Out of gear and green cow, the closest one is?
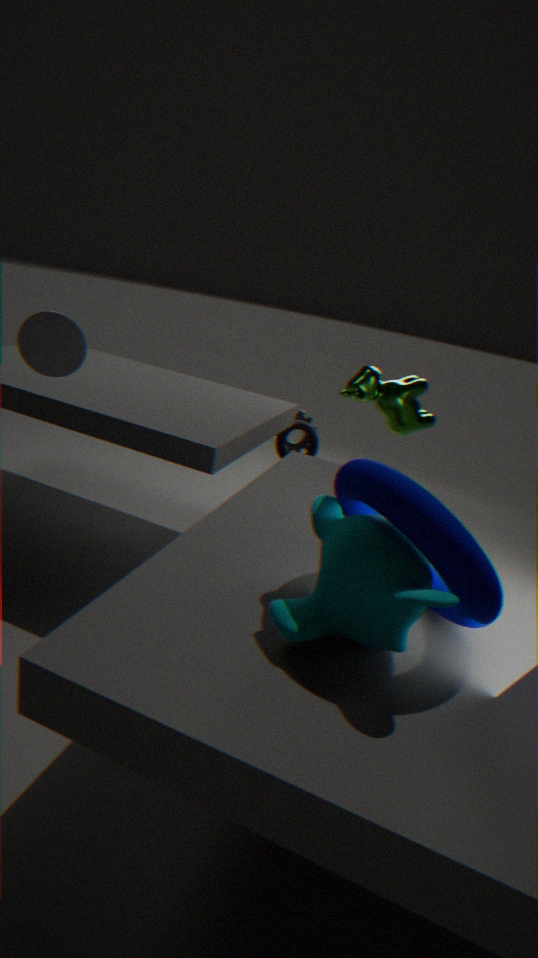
green cow
